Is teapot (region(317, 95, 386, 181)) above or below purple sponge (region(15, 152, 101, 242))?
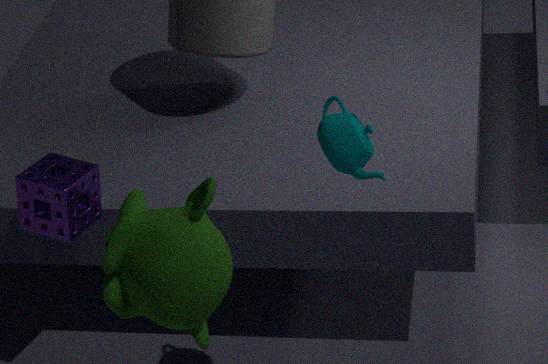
above
